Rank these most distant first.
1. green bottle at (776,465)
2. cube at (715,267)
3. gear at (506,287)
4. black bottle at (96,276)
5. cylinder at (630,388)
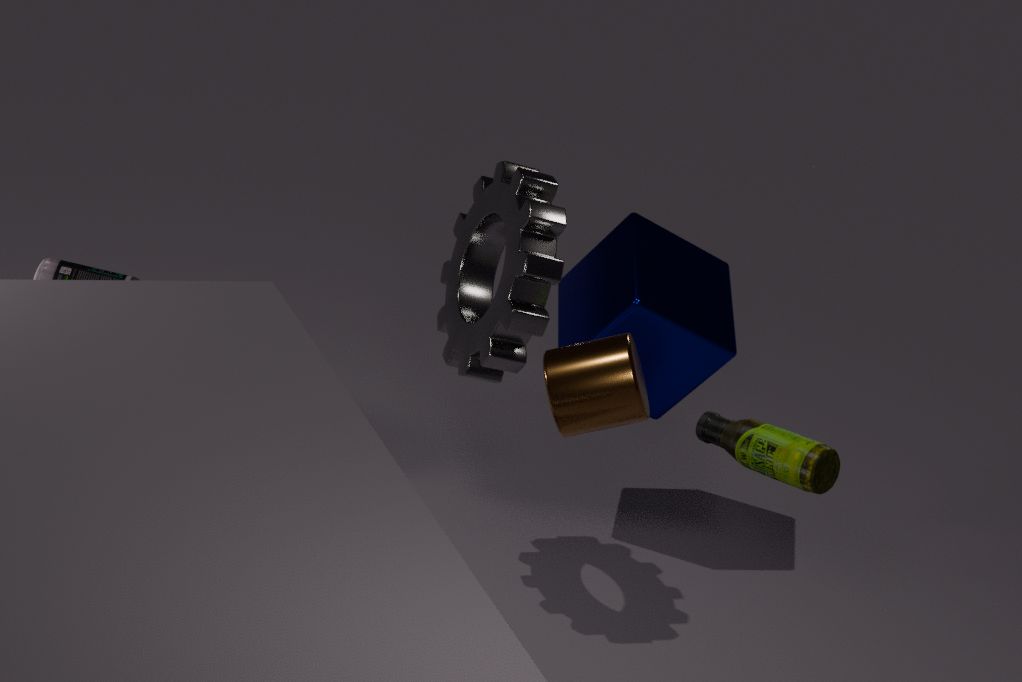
cube at (715,267), black bottle at (96,276), gear at (506,287), green bottle at (776,465), cylinder at (630,388)
